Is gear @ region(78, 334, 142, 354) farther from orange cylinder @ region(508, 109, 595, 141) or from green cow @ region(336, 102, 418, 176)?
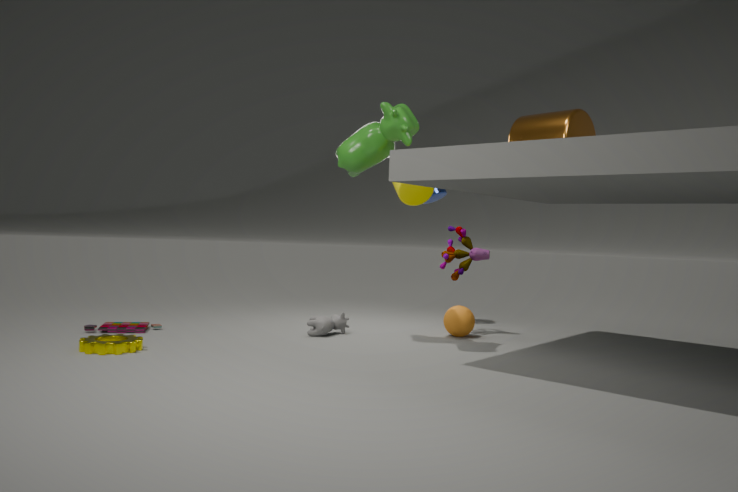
orange cylinder @ region(508, 109, 595, 141)
